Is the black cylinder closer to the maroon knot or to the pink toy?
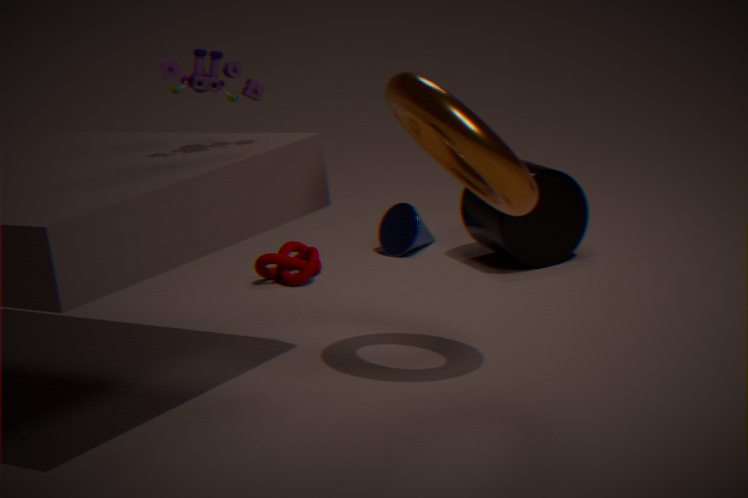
the maroon knot
